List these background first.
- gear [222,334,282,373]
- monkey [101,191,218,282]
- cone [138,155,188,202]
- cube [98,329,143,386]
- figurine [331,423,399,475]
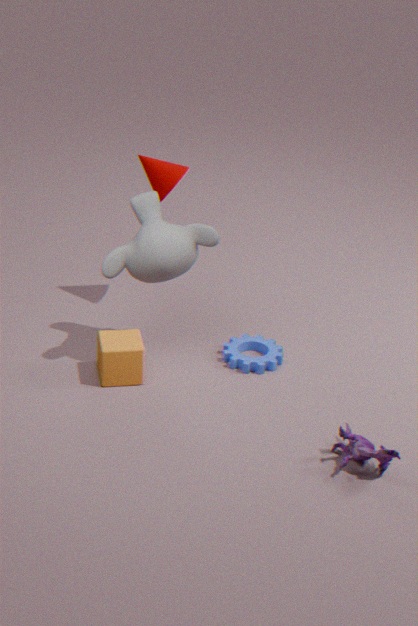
1. cone [138,155,188,202]
2. gear [222,334,282,373]
3. cube [98,329,143,386]
4. monkey [101,191,218,282]
5. figurine [331,423,399,475]
